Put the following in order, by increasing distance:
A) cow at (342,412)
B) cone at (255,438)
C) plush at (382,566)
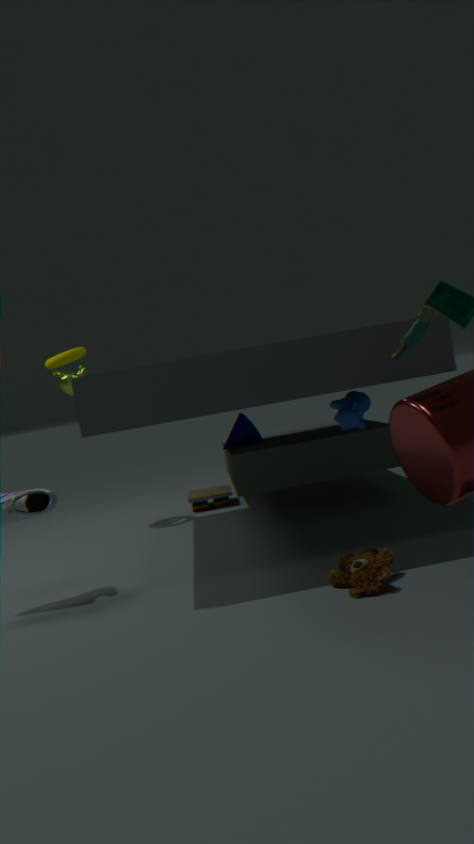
plush at (382,566) → cow at (342,412) → cone at (255,438)
